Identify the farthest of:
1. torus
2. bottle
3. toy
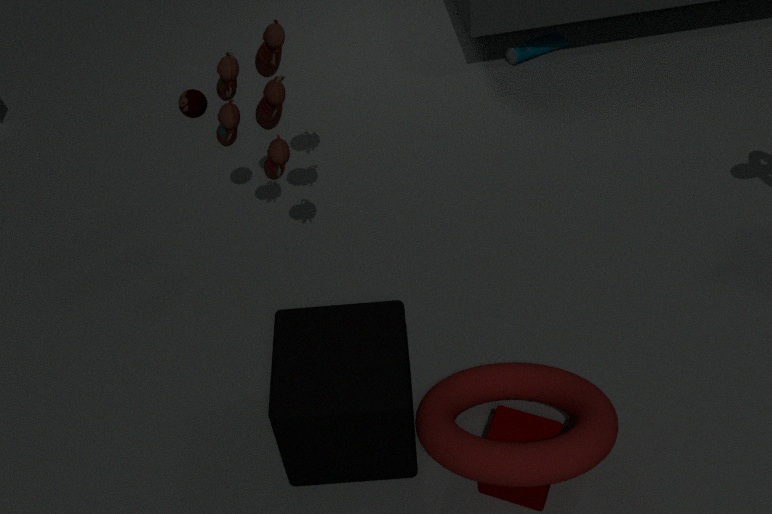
bottle
